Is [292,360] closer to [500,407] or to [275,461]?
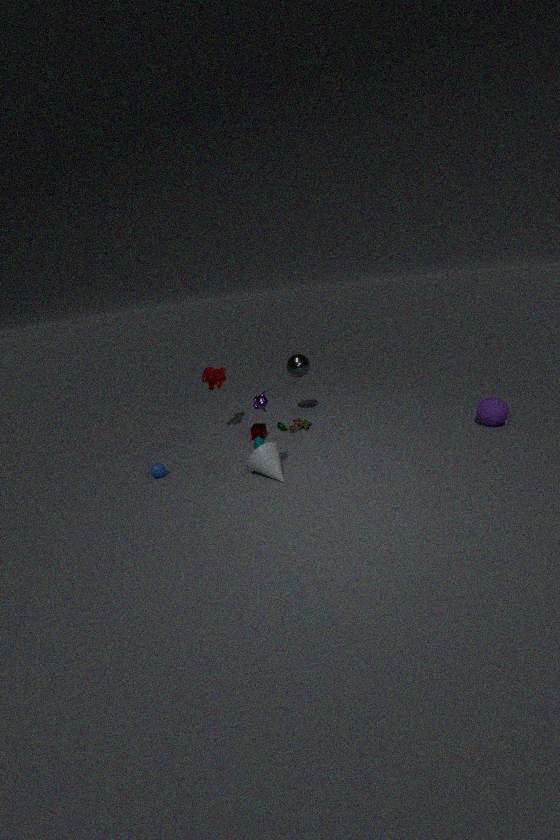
[275,461]
